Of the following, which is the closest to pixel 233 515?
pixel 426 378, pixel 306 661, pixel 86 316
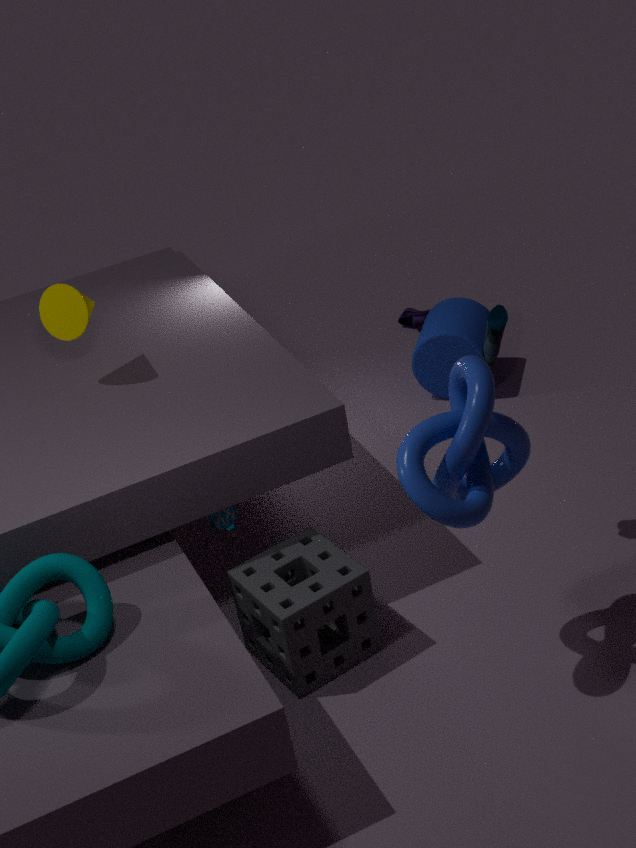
pixel 306 661
